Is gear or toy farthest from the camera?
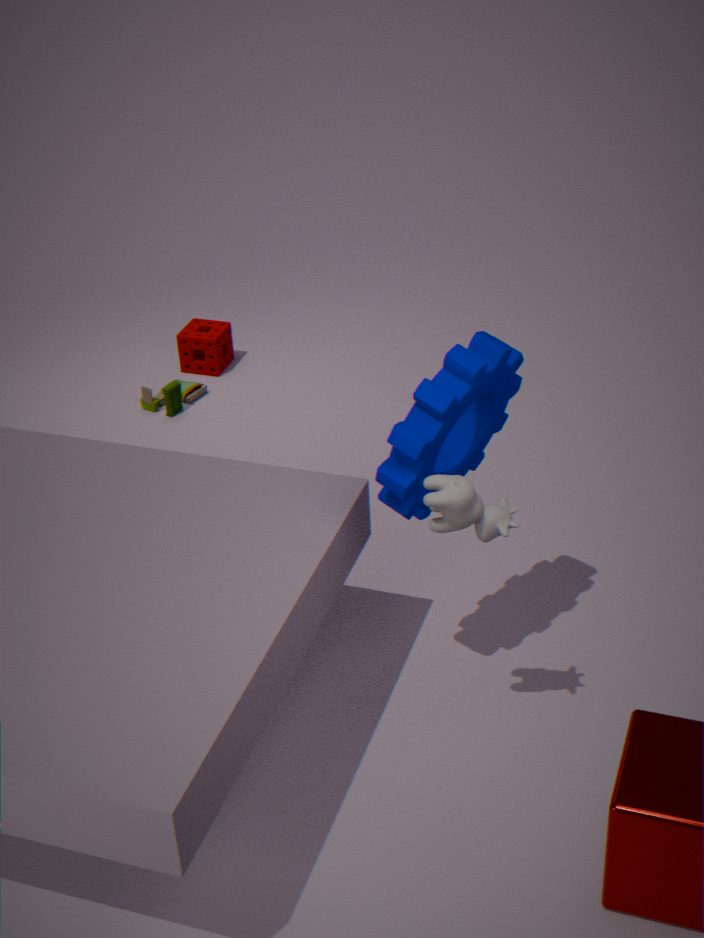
toy
